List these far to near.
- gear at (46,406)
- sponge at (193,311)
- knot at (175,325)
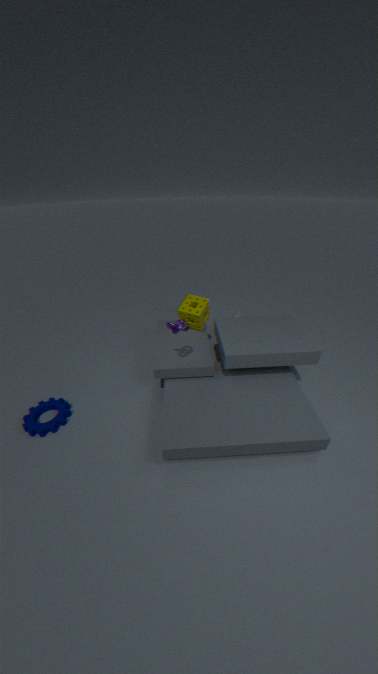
sponge at (193,311) < gear at (46,406) < knot at (175,325)
